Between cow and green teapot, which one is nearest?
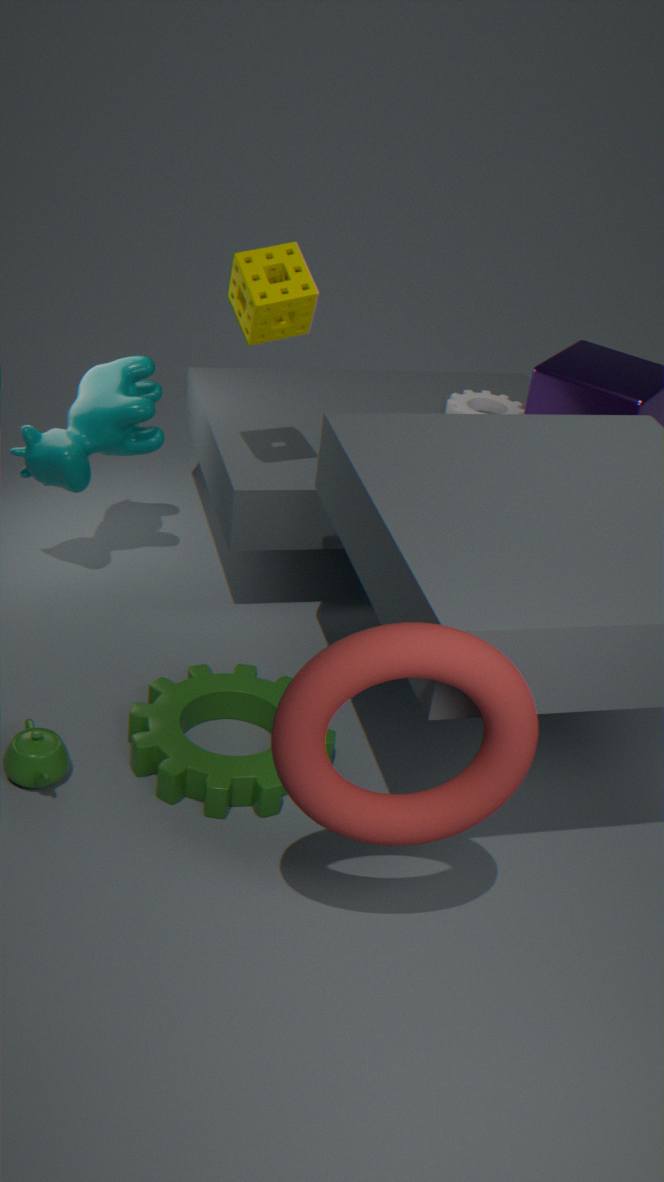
green teapot
